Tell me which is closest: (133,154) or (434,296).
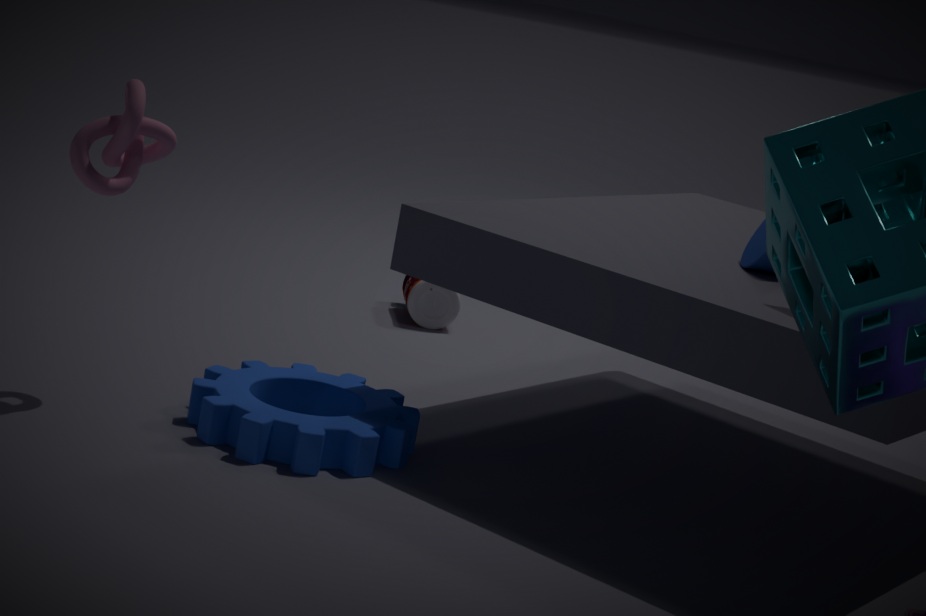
(133,154)
